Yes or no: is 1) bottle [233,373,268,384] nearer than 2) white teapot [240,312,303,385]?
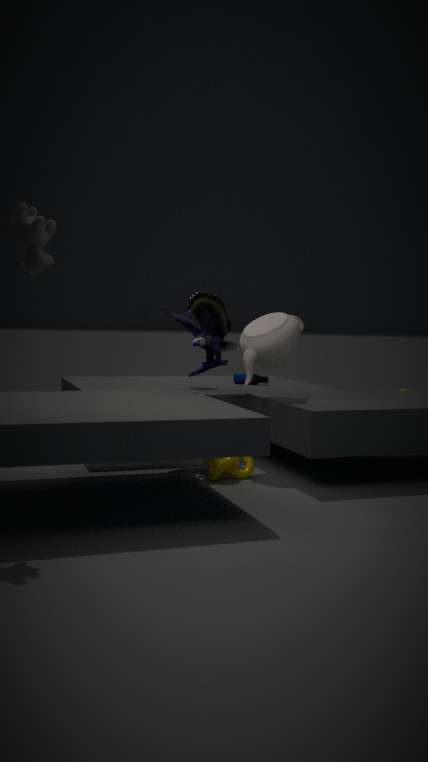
No
